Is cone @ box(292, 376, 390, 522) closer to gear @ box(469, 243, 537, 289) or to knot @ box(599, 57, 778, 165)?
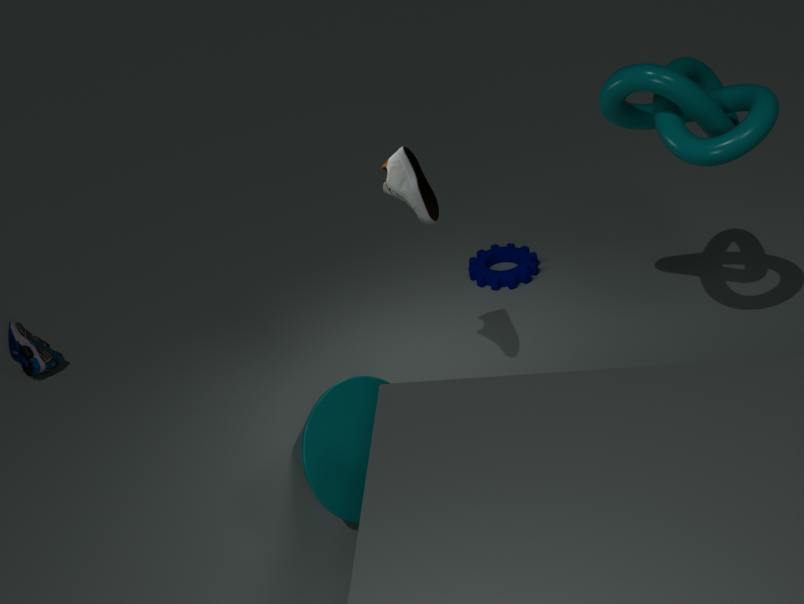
gear @ box(469, 243, 537, 289)
